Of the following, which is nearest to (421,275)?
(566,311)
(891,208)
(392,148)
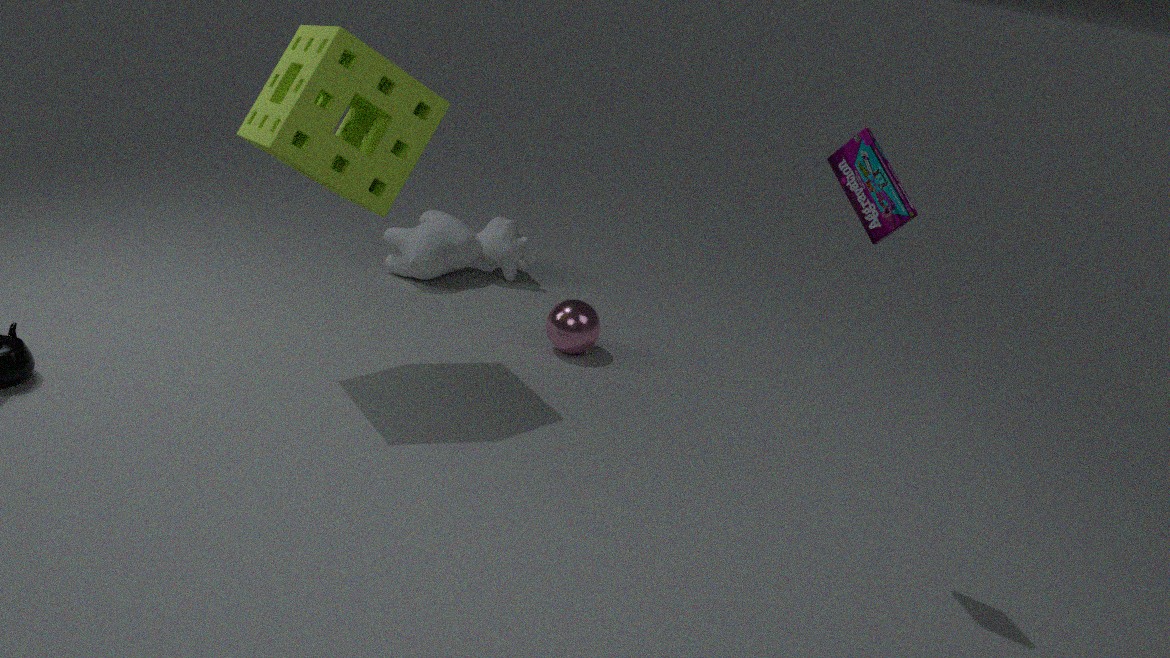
(566,311)
